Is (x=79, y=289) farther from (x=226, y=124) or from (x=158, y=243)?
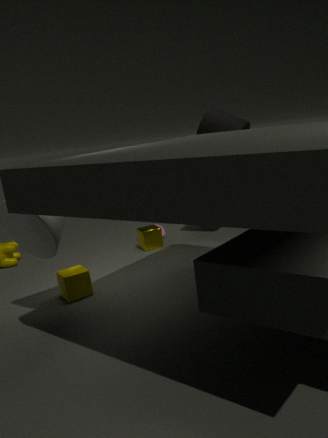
(x=226, y=124)
